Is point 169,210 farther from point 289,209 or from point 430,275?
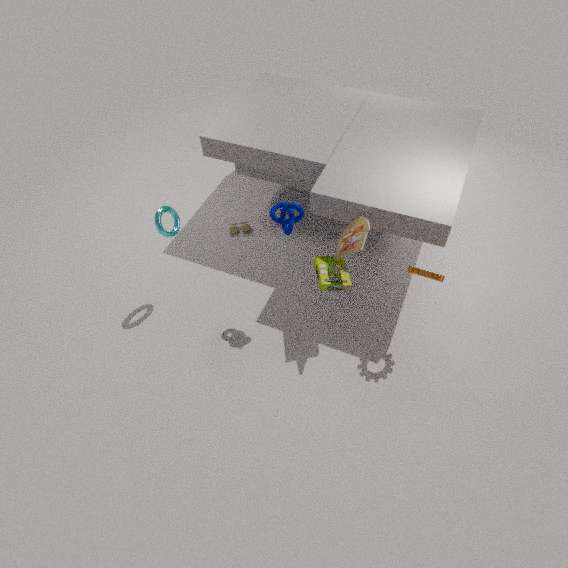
point 430,275
